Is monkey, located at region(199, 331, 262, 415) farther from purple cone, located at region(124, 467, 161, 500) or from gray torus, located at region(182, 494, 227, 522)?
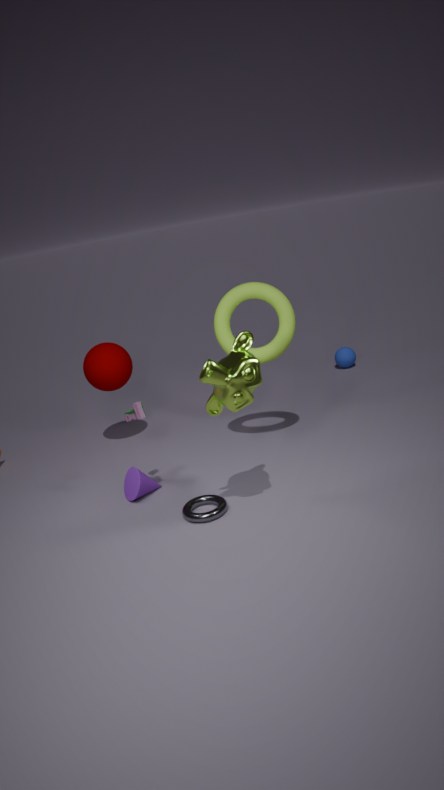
purple cone, located at region(124, 467, 161, 500)
